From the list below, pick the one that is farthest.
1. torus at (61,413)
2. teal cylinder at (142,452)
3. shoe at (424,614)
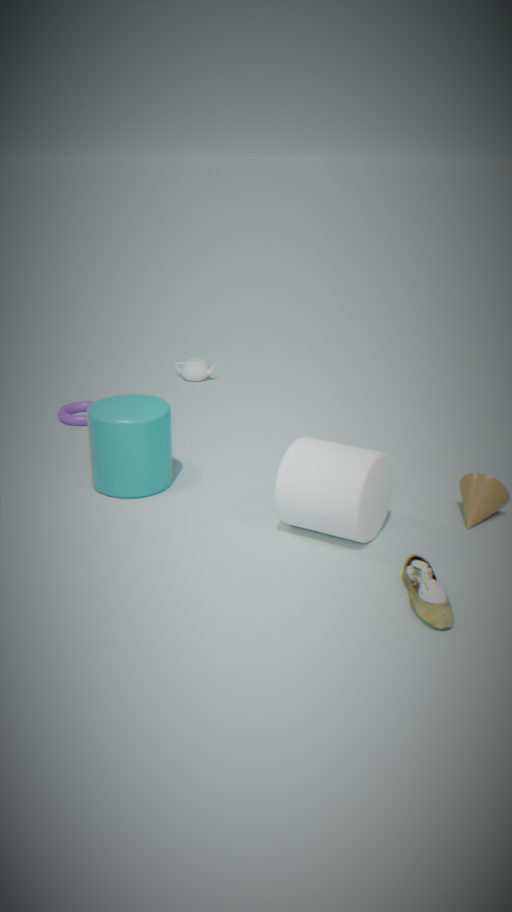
torus at (61,413)
